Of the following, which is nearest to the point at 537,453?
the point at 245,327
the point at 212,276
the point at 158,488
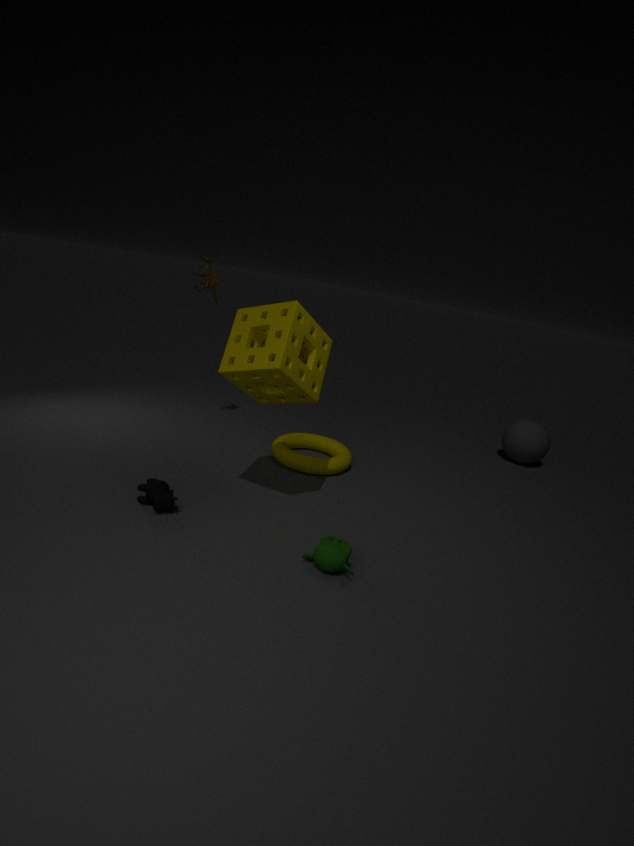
the point at 245,327
